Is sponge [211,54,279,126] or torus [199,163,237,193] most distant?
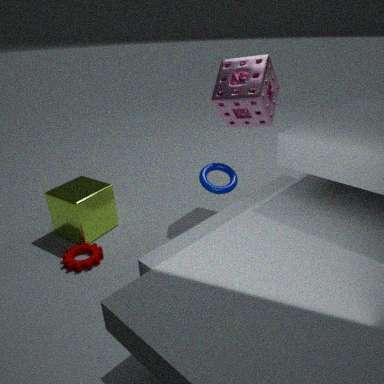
sponge [211,54,279,126]
